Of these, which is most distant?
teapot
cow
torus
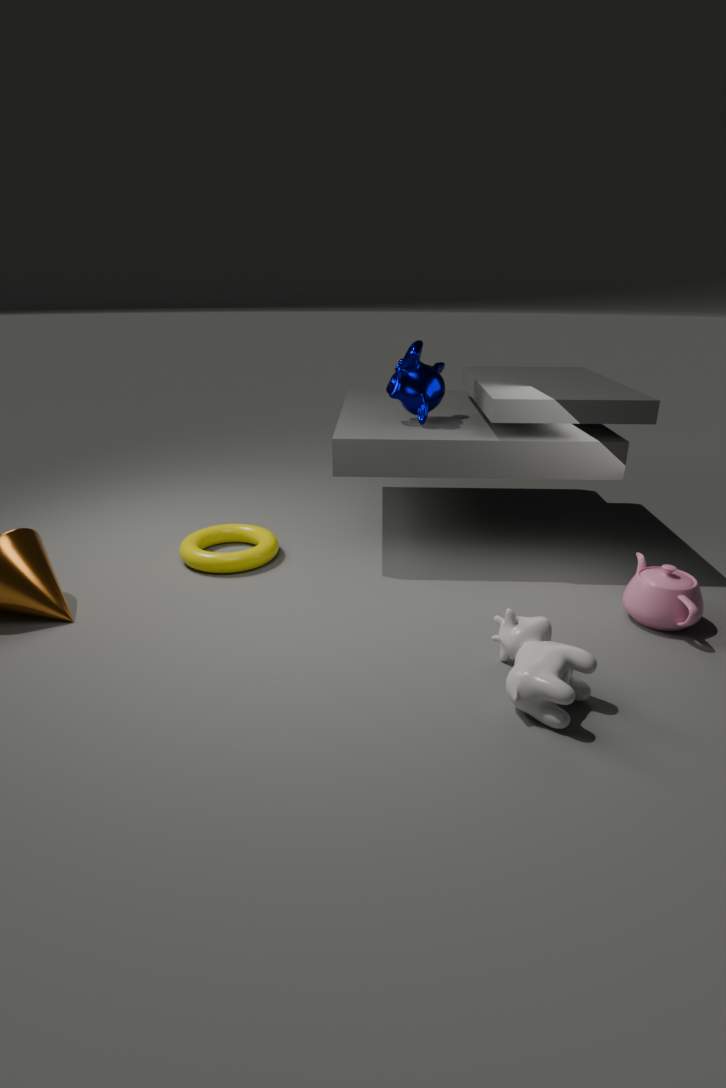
torus
